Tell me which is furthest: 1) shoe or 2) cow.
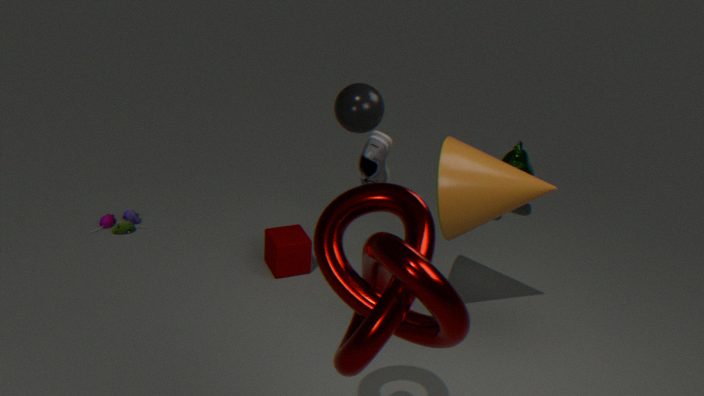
2. cow
